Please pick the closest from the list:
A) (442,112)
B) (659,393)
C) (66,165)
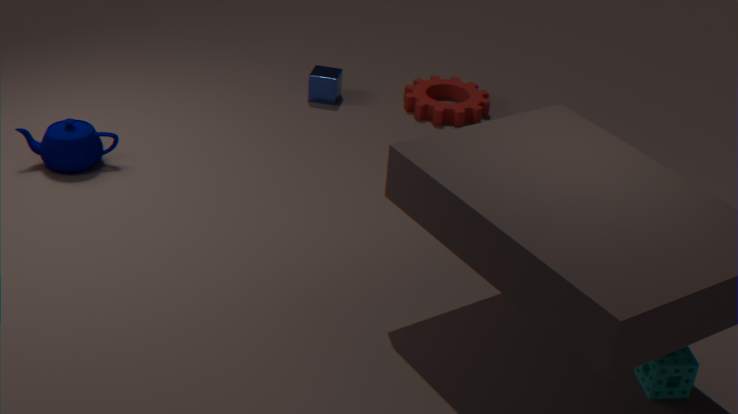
(659,393)
